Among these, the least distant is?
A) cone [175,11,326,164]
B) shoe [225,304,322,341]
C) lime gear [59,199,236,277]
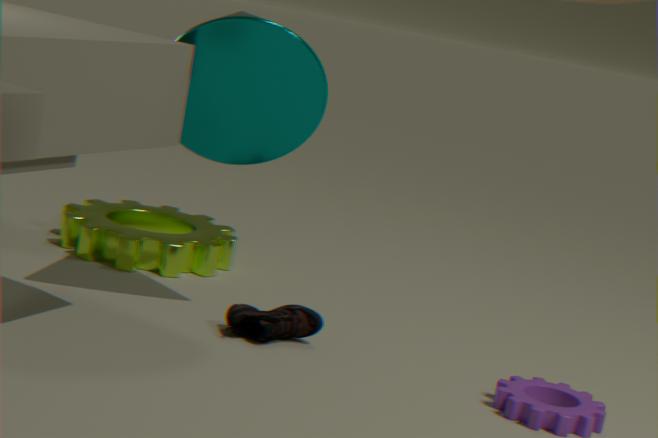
cone [175,11,326,164]
